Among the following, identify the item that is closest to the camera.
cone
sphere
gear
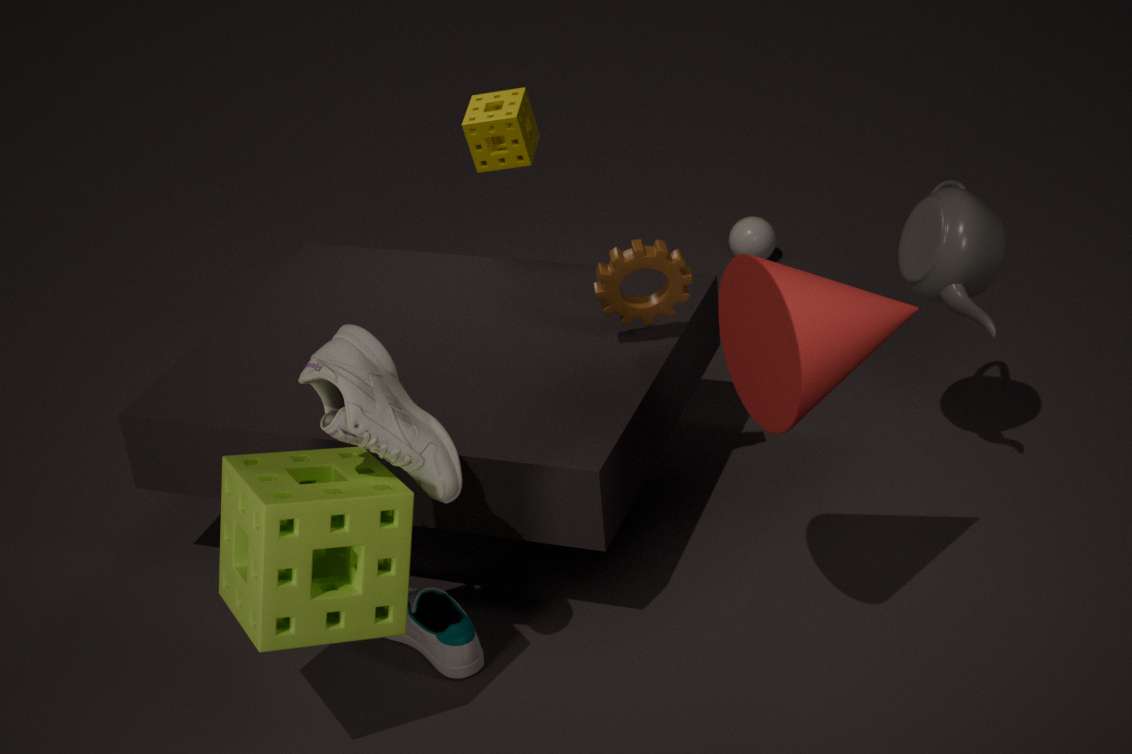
cone
